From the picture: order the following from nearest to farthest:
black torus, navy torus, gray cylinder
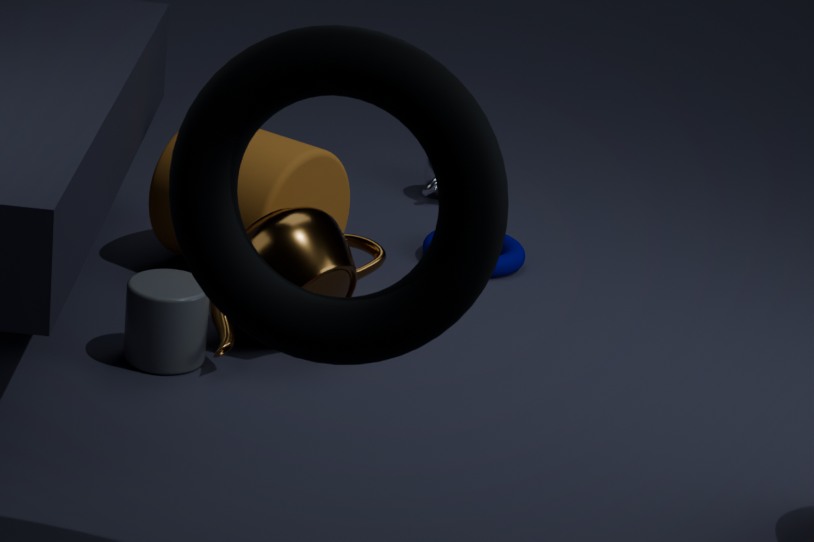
black torus < gray cylinder < navy torus
